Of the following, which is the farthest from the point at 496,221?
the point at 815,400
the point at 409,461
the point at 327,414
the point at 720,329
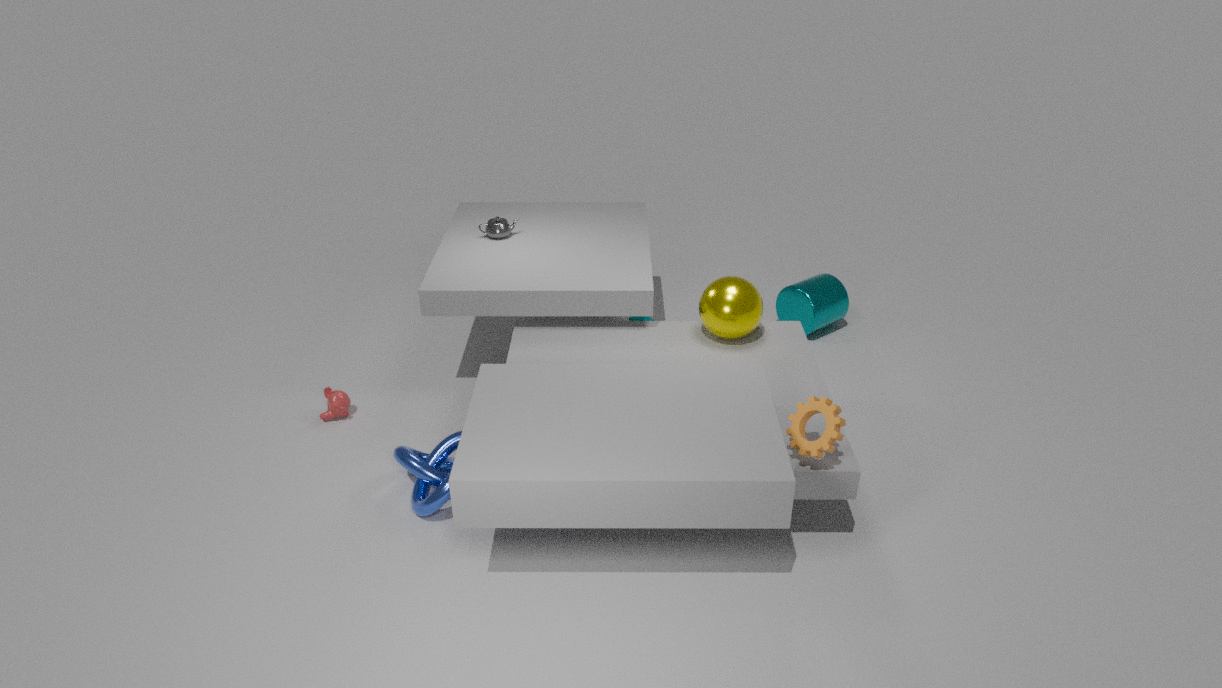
the point at 815,400
